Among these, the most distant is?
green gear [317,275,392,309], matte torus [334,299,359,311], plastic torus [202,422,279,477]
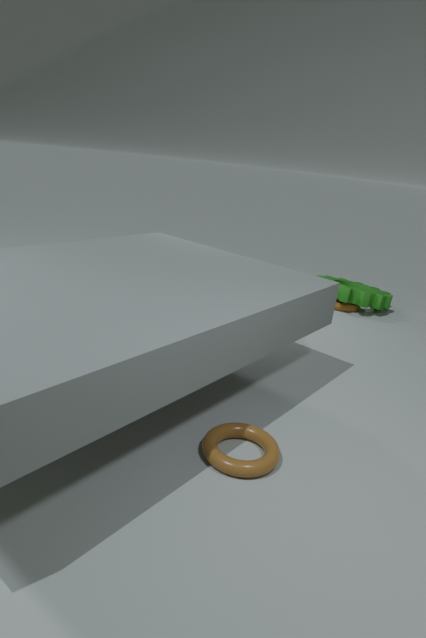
matte torus [334,299,359,311]
